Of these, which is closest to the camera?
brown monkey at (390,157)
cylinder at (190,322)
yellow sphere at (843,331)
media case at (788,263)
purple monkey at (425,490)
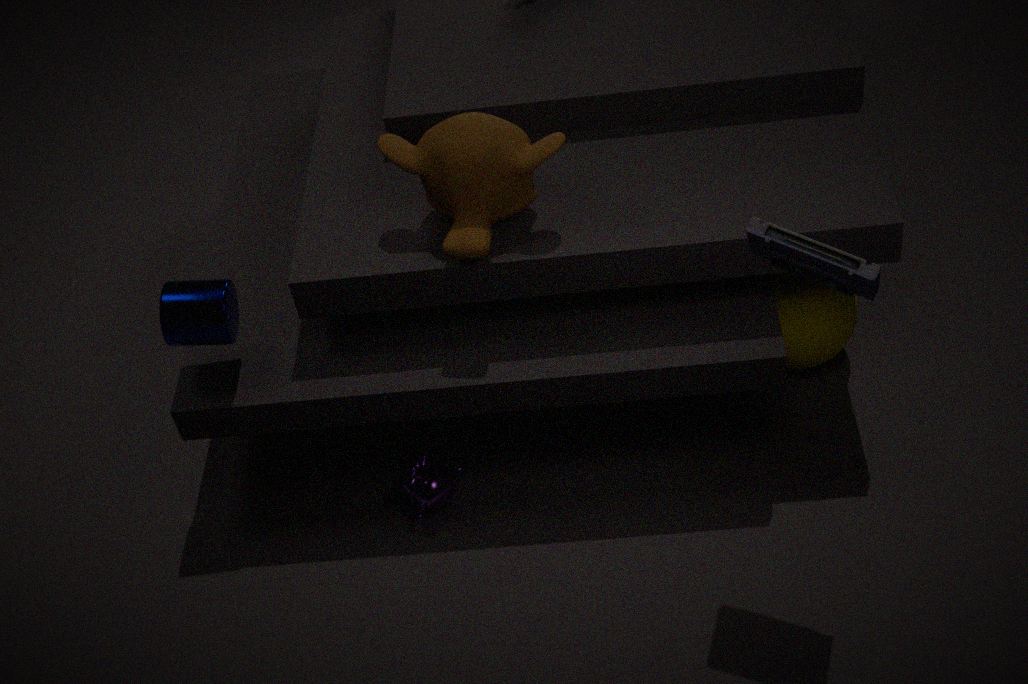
media case at (788,263)
